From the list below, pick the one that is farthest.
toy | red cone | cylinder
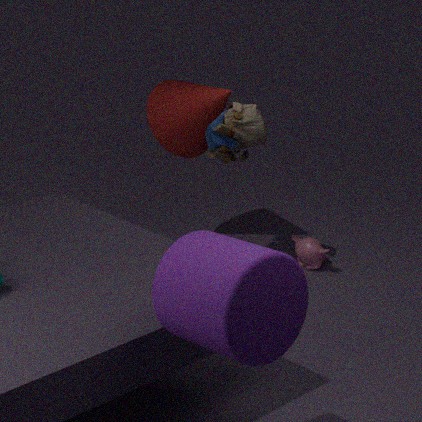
red cone
